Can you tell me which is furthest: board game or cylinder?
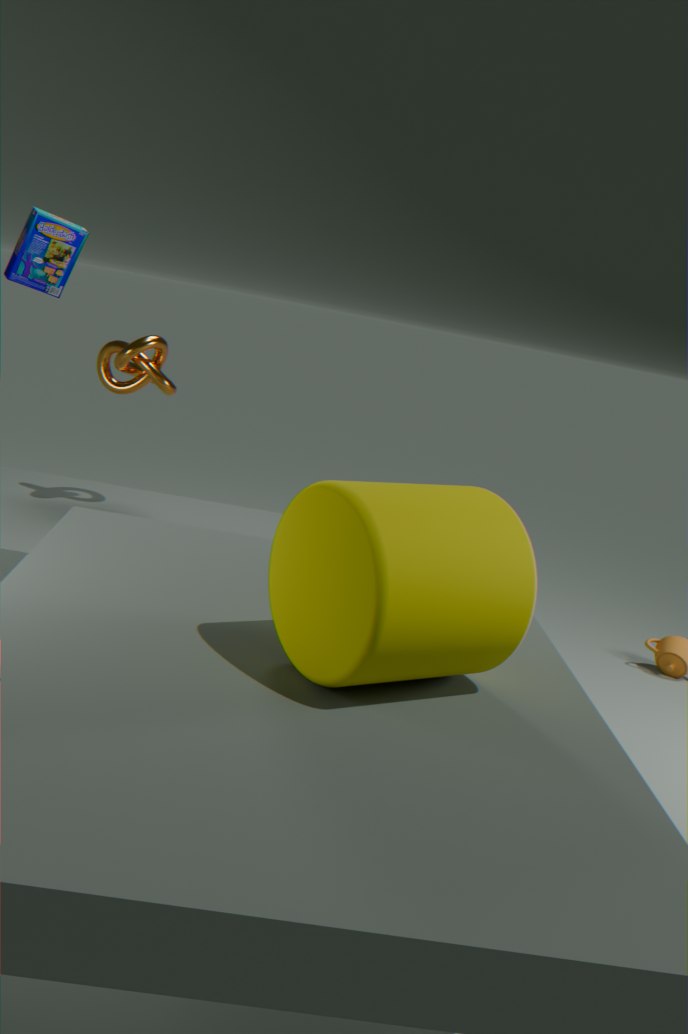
board game
